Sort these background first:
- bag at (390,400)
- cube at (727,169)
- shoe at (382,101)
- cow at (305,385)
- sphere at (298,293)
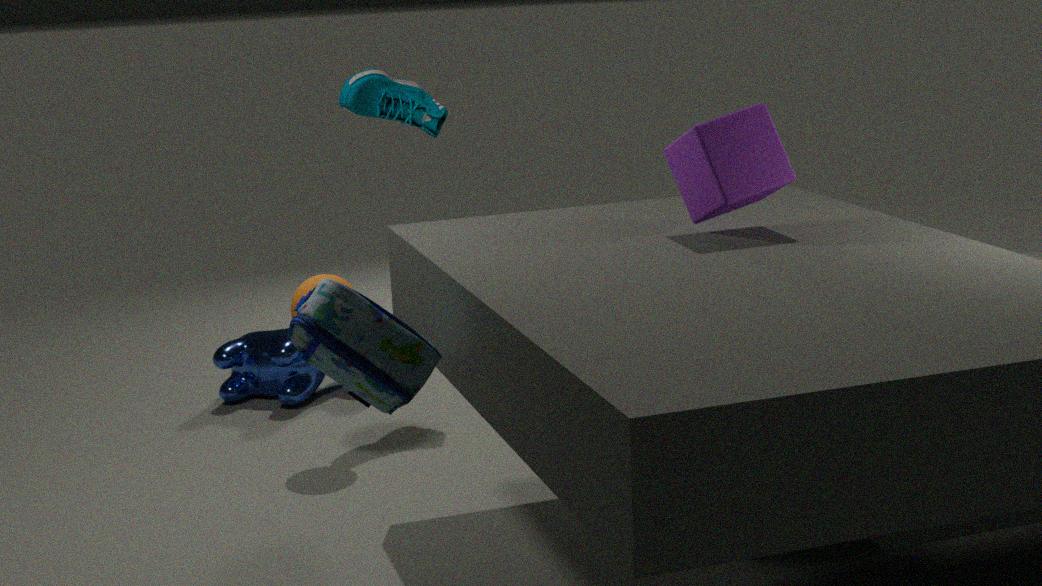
cow at (305,385), shoe at (382,101), sphere at (298,293), cube at (727,169), bag at (390,400)
